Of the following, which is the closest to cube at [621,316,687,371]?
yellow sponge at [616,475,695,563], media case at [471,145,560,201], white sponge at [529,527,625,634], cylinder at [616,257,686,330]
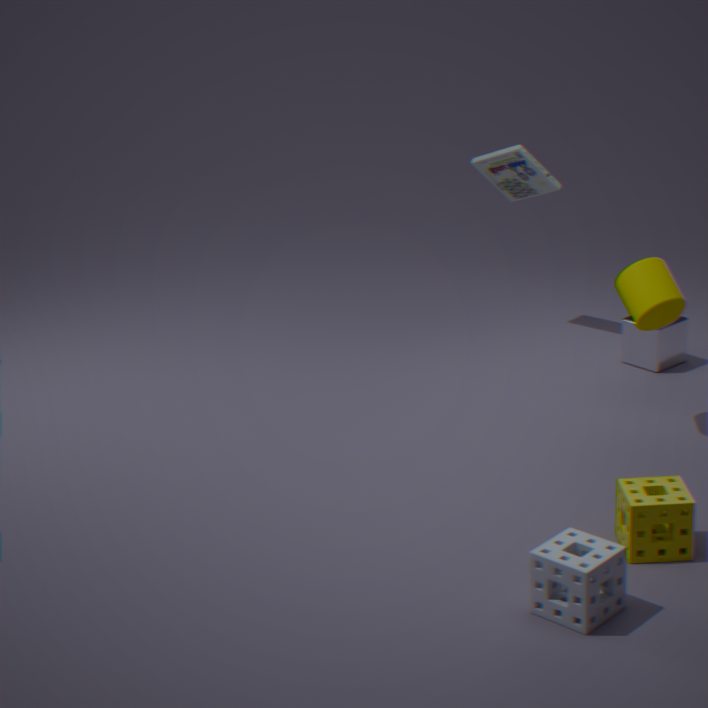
cylinder at [616,257,686,330]
